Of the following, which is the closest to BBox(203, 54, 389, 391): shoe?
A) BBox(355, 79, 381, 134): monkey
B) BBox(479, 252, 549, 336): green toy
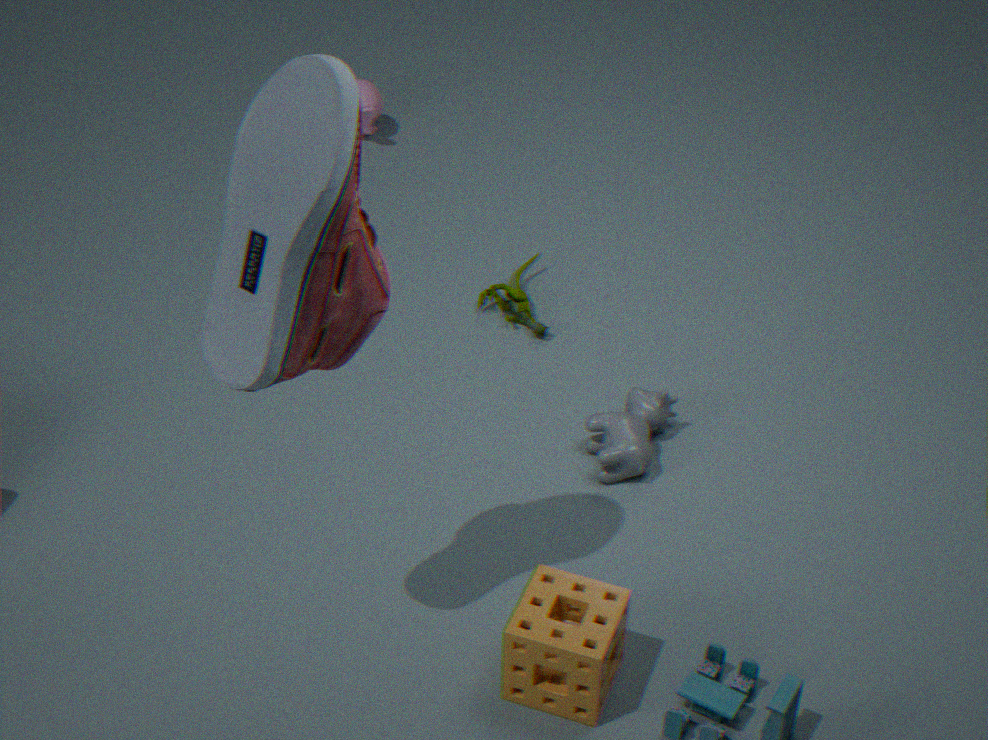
BBox(479, 252, 549, 336): green toy
